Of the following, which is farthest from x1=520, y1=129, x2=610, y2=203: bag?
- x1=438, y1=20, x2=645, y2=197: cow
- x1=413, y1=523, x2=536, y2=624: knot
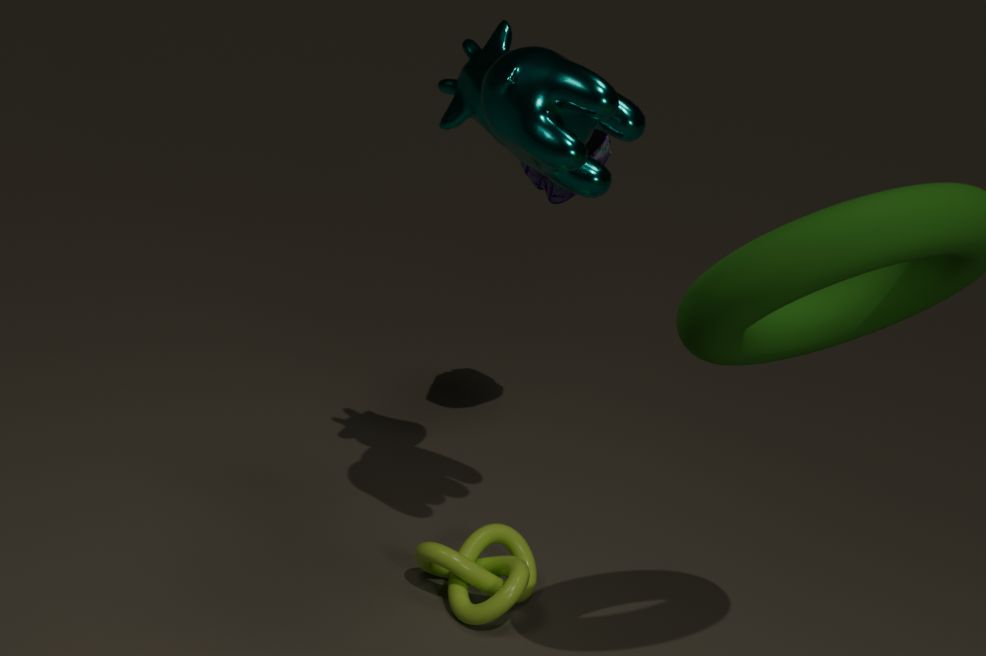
x1=413, y1=523, x2=536, y2=624: knot
